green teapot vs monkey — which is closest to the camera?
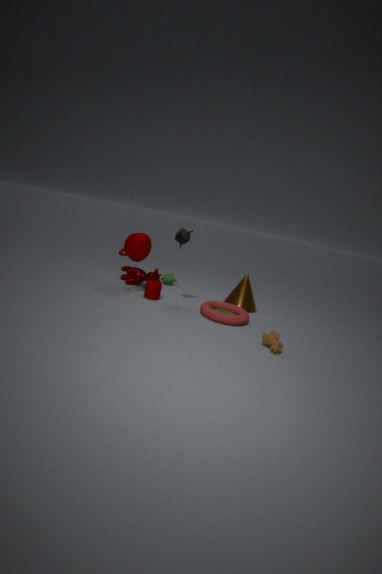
monkey
